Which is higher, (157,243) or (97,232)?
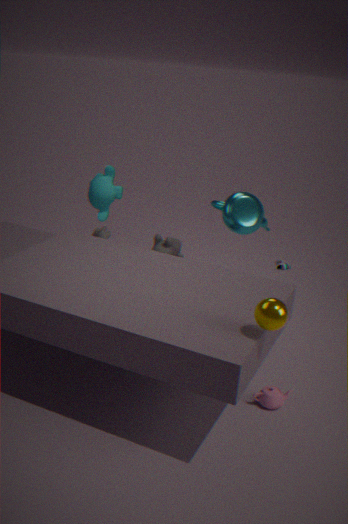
(97,232)
